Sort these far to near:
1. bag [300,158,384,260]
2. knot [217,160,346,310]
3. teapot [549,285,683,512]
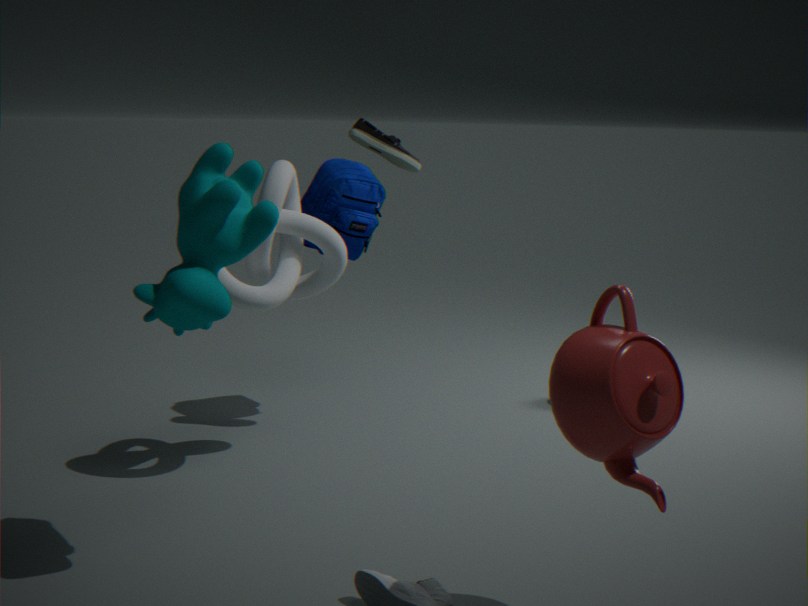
bag [300,158,384,260], knot [217,160,346,310], teapot [549,285,683,512]
